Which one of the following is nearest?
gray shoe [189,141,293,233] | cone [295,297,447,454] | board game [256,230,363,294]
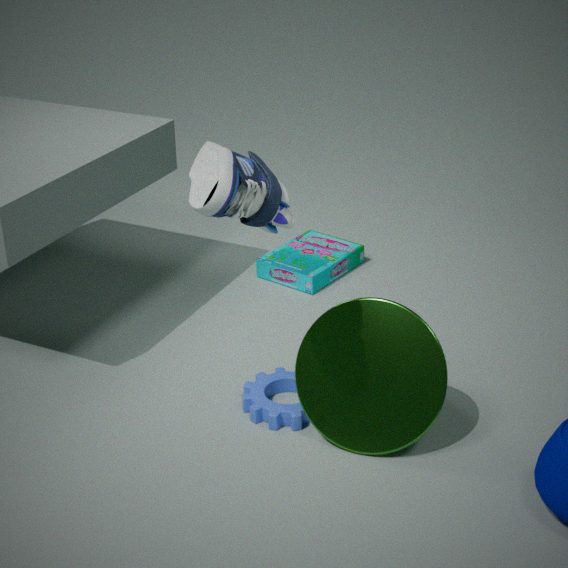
gray shoe [189,141,293,233]
